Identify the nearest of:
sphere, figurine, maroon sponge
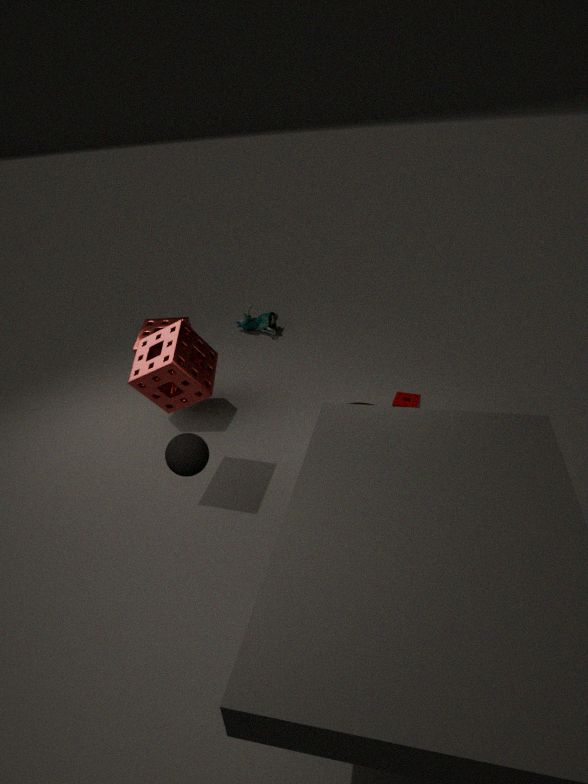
sphere
